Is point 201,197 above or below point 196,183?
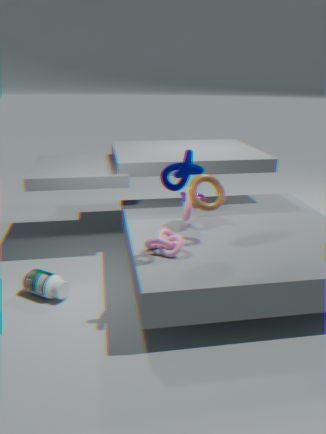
below
